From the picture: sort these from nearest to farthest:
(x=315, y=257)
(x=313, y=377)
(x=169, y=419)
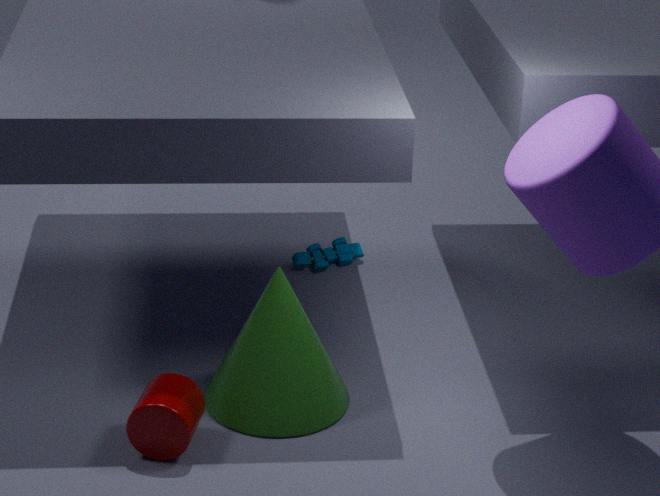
(x=169, y=419) → (x=313, y=377) → (x=315, y=257)
